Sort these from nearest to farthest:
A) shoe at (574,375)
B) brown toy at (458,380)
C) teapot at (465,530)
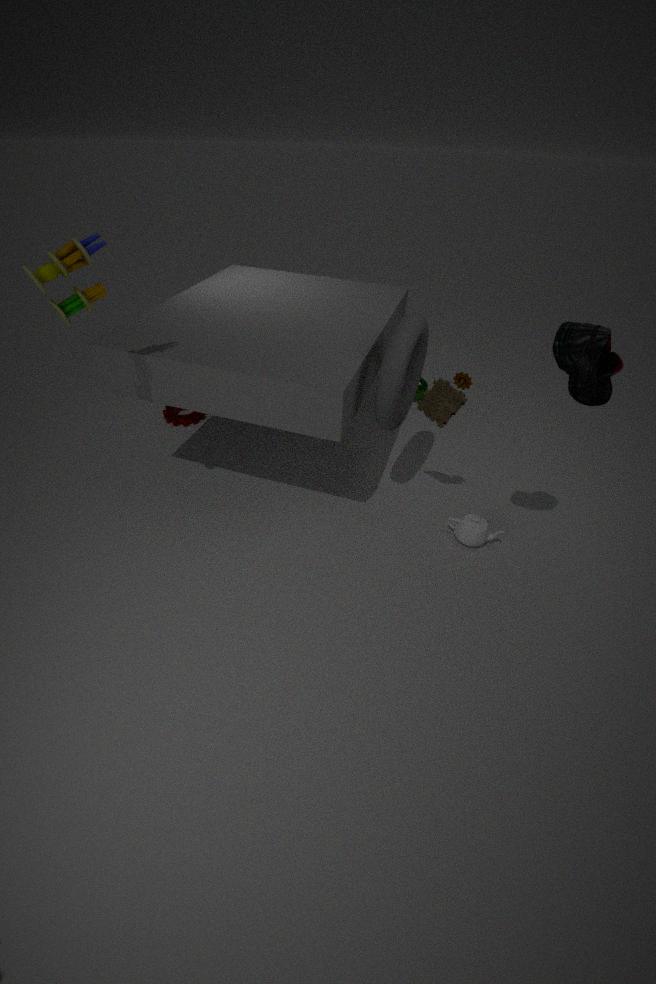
1. shoe at (574,375)
2. brown toy at (458,380)
3. teapot at (465,530)
